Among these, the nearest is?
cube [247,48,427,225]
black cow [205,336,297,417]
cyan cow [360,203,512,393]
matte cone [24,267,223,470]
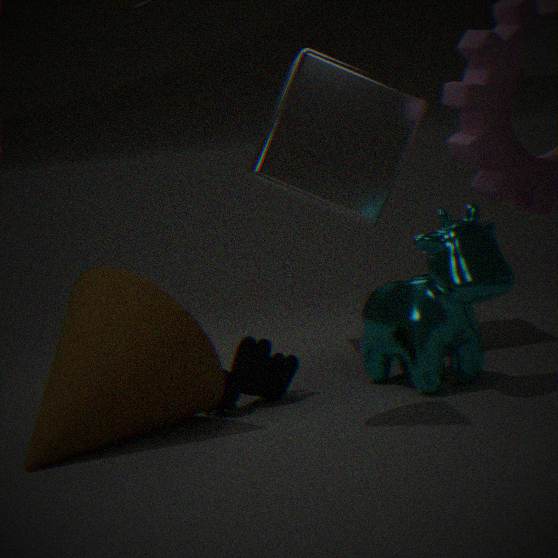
matte cone [24,267,223,470]
